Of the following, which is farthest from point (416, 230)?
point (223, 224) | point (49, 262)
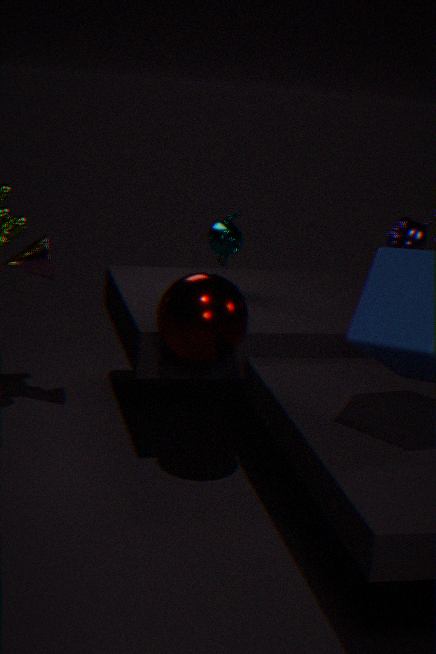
point (49, 262)
